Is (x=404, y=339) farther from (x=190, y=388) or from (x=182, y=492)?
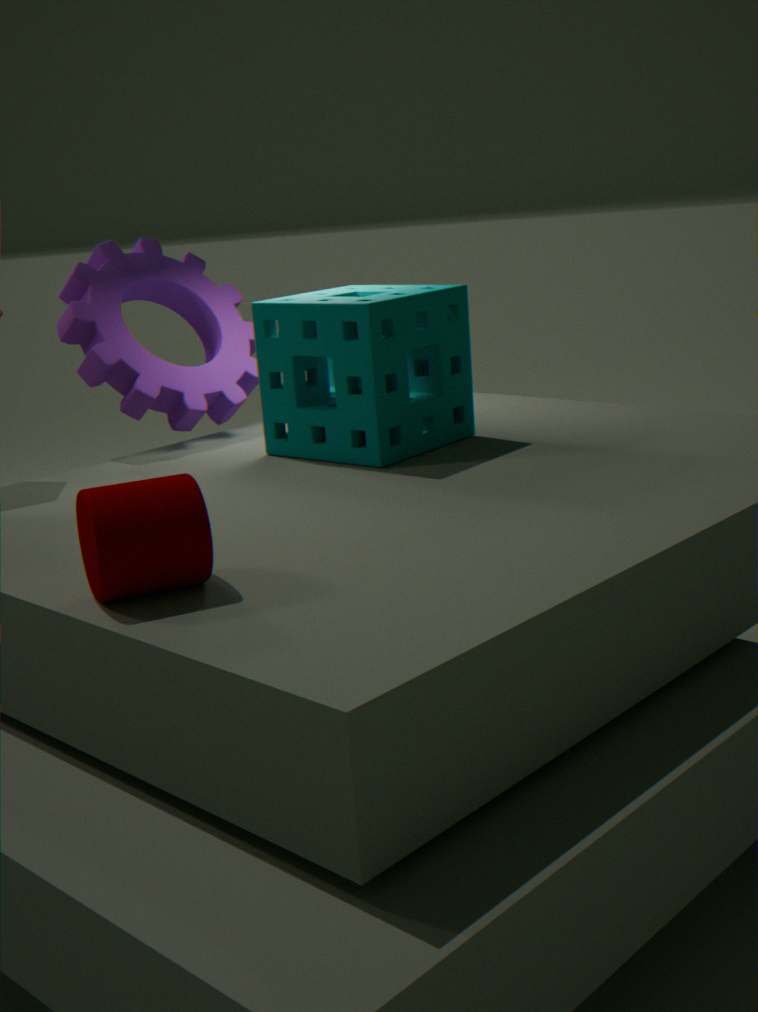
(x=182, y=492)
